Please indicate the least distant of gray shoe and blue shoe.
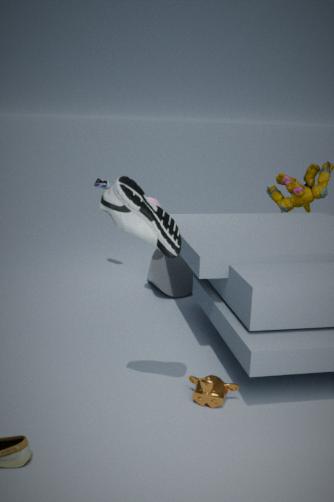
gray shoe
